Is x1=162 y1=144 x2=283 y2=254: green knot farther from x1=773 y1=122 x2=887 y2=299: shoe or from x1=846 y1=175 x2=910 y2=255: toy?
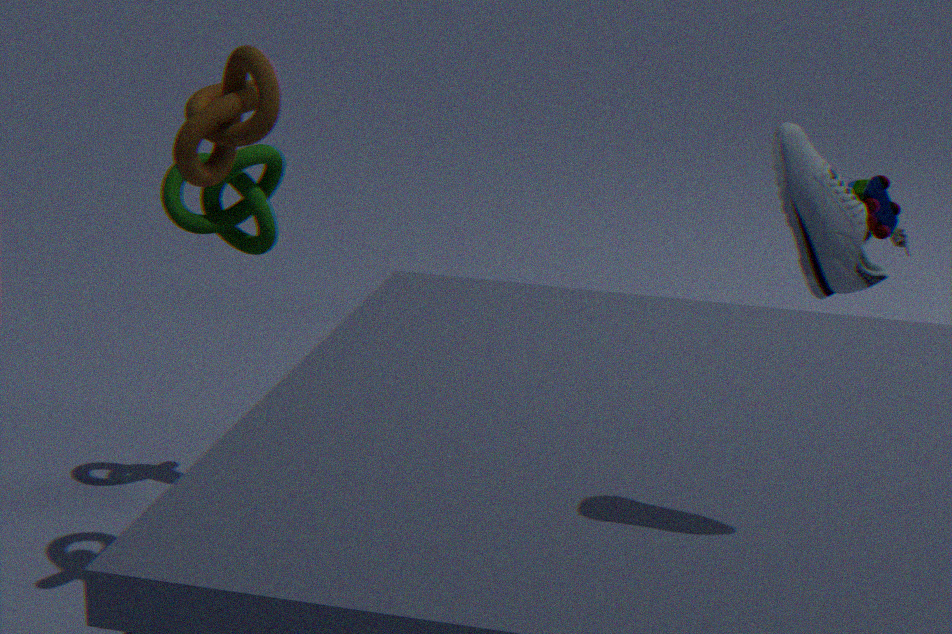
x1=846 y1=175 x2=910 y2=255: toy
